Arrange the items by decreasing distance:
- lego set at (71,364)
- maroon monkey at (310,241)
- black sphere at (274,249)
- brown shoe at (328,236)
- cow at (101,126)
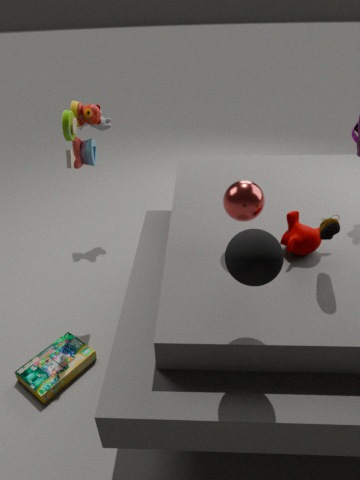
cow at (101,126) < lego set at (71,364) < maroon monkey at (310,241) < brown shoe at (328,236) < black sphere at (274,249)
